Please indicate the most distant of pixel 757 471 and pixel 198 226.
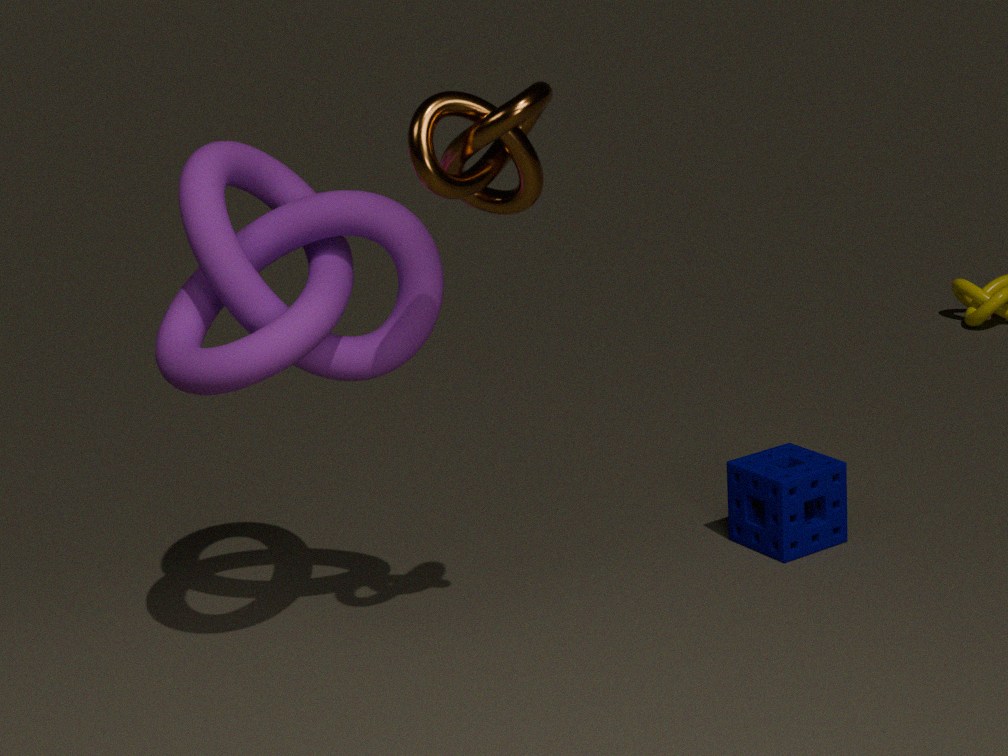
pixel 757 471
